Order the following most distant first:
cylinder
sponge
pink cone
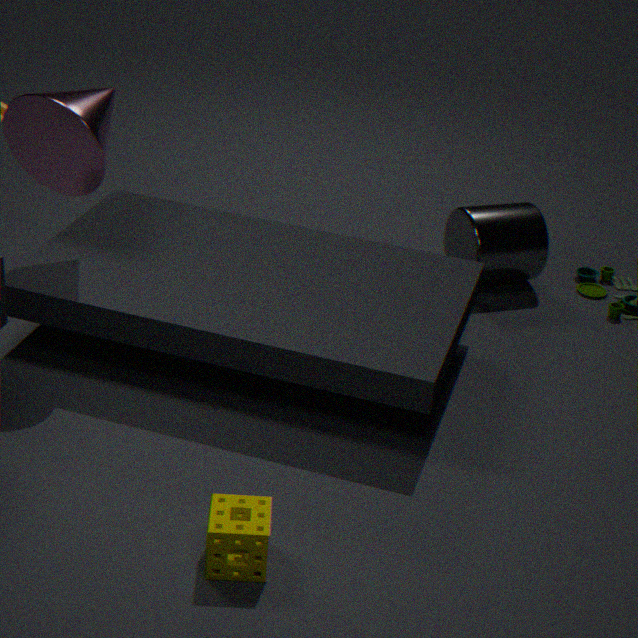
cylinder < pink cone < sponge
